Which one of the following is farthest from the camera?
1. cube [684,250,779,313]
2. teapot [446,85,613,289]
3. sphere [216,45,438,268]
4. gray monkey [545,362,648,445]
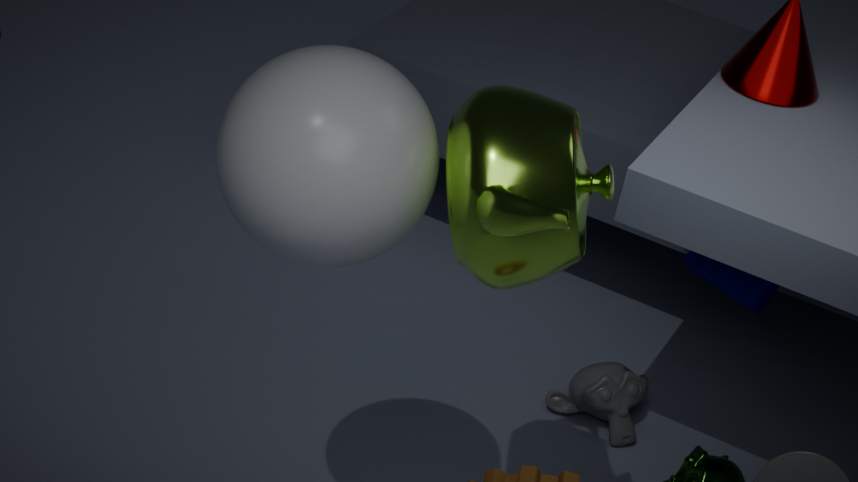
gray monkey [545,362,648,445]
